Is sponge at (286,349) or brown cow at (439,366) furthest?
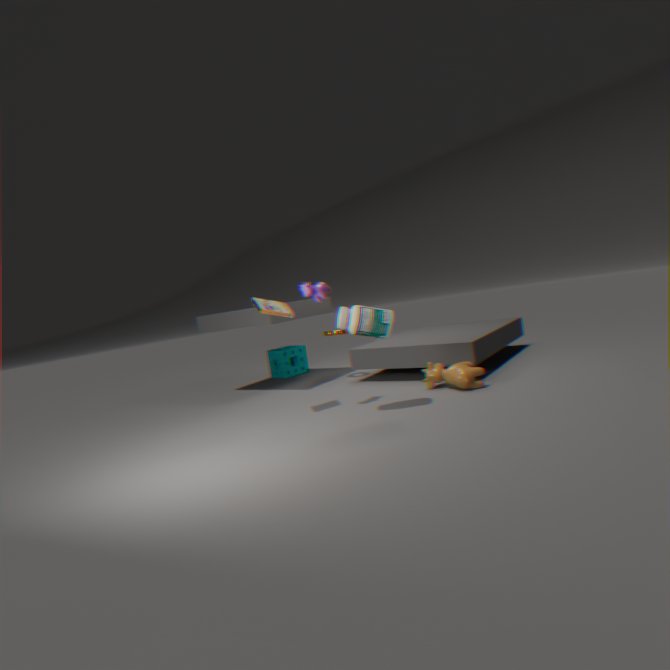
sponge at (286,349)
